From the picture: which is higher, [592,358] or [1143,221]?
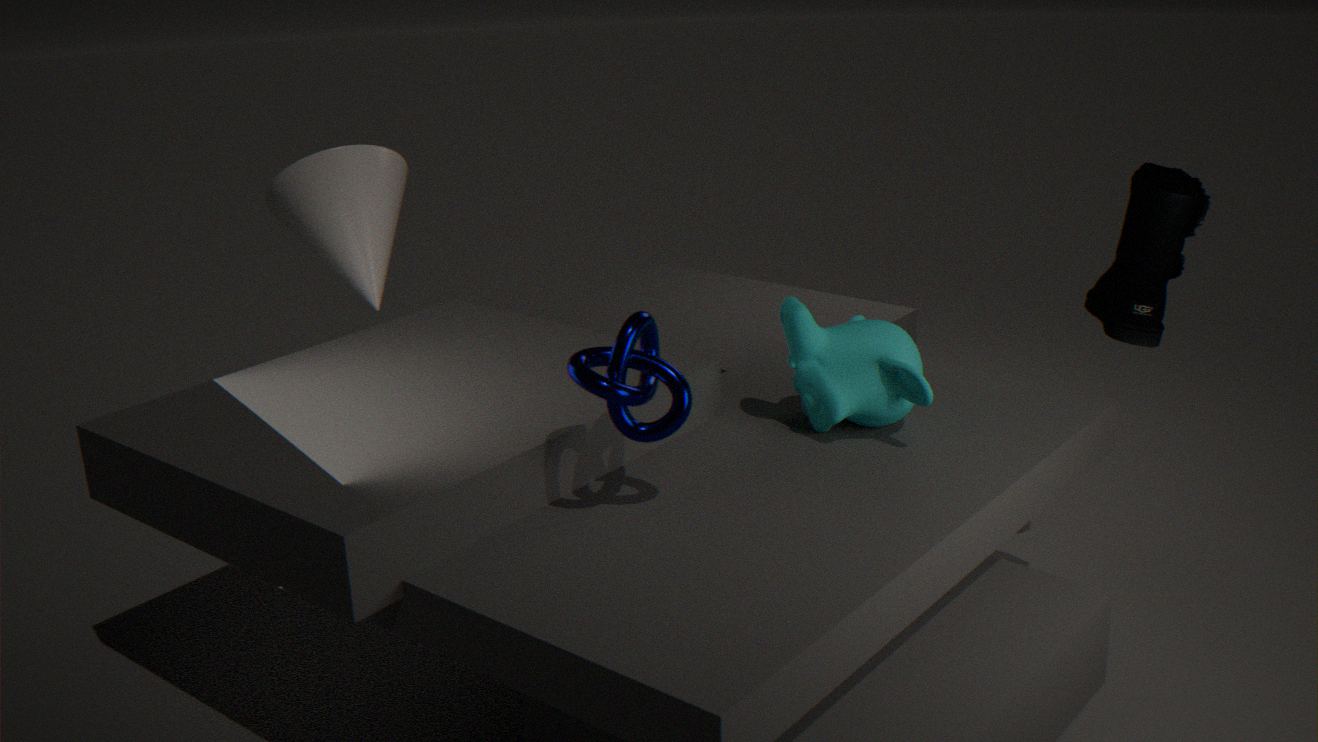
[592,358]
